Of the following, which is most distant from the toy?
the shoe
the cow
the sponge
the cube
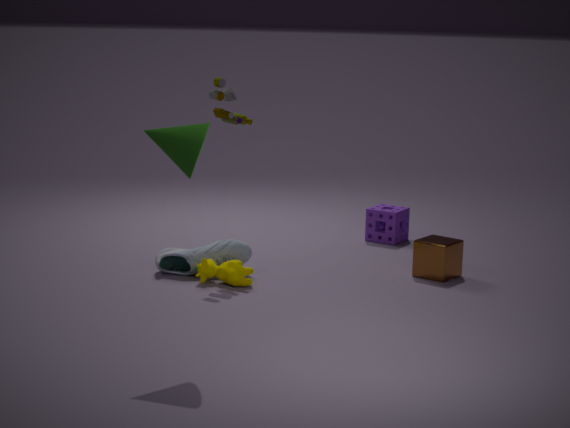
the sponge
